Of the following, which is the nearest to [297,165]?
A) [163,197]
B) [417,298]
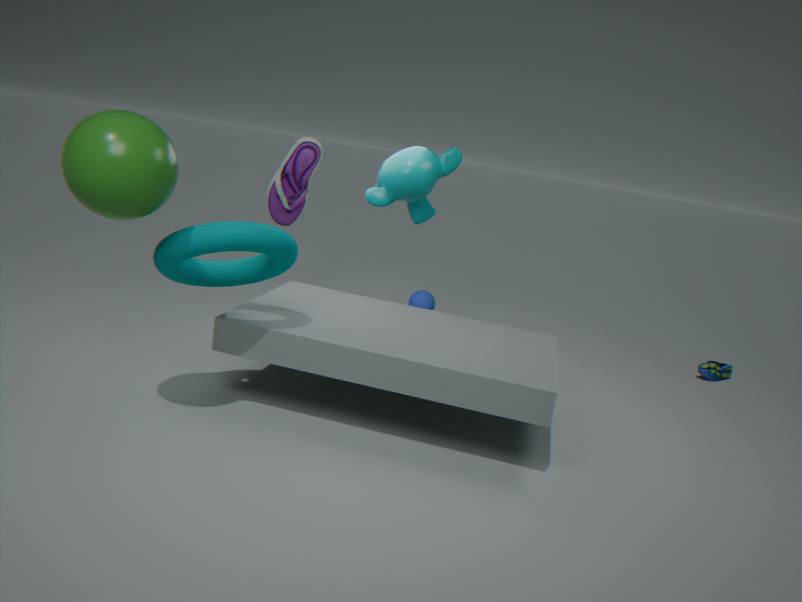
[417,298]
